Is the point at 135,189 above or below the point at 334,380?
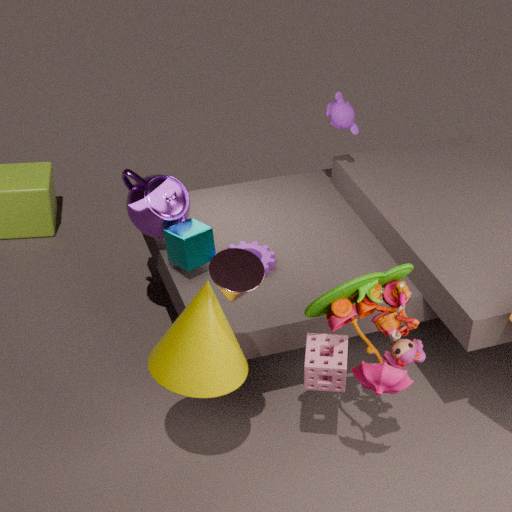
above
